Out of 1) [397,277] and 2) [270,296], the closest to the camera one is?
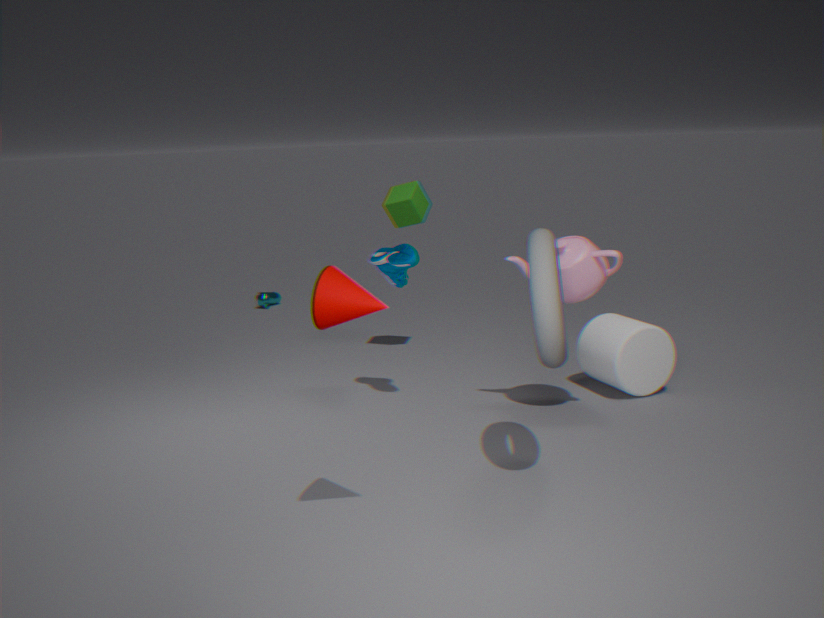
1. [397,277]
